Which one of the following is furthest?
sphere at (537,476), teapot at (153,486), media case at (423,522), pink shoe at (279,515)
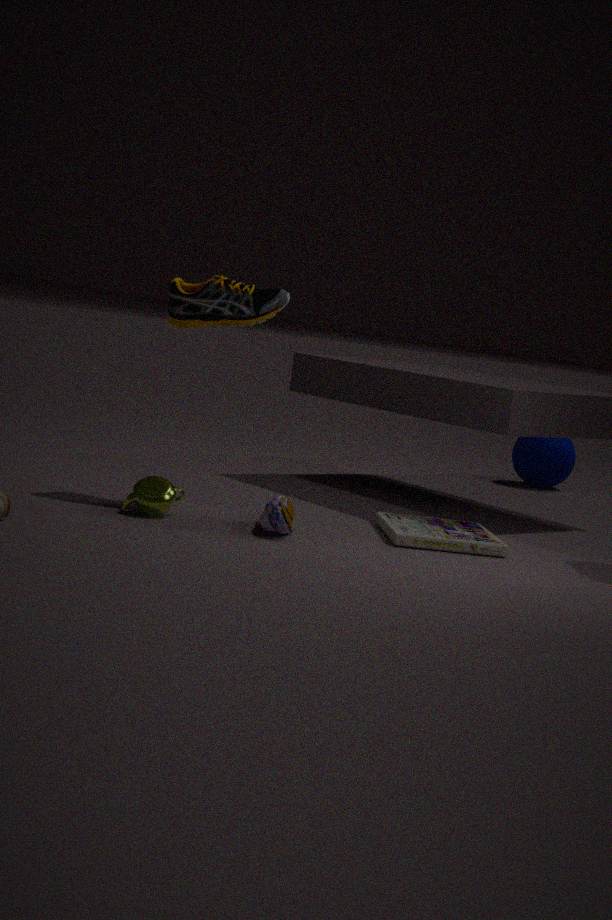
sphere at (537,476)
